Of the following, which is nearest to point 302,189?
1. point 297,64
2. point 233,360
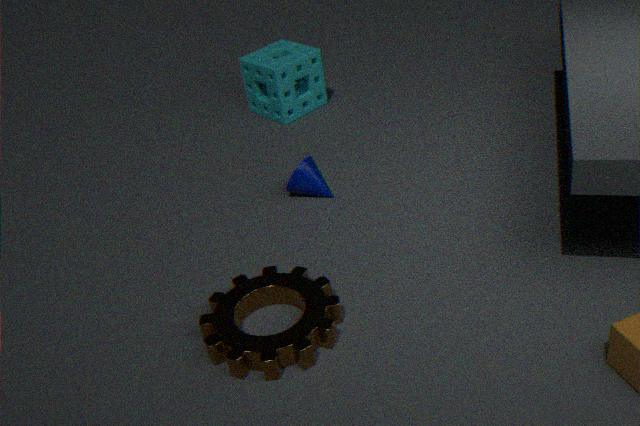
point 233,360
